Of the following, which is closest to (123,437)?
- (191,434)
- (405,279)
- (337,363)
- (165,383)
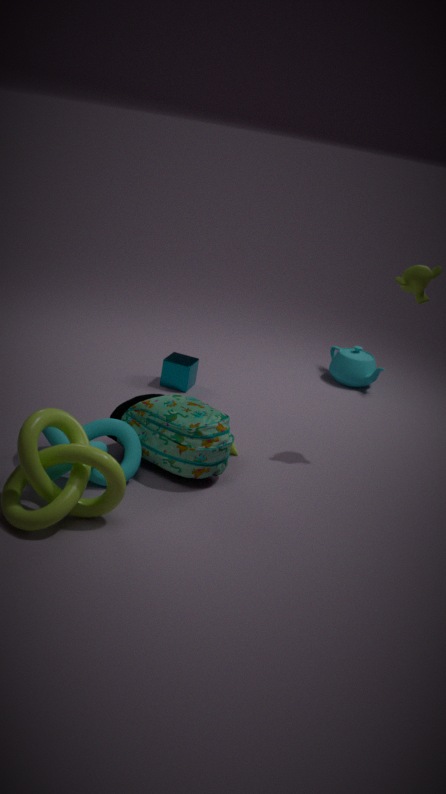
(191,434)
